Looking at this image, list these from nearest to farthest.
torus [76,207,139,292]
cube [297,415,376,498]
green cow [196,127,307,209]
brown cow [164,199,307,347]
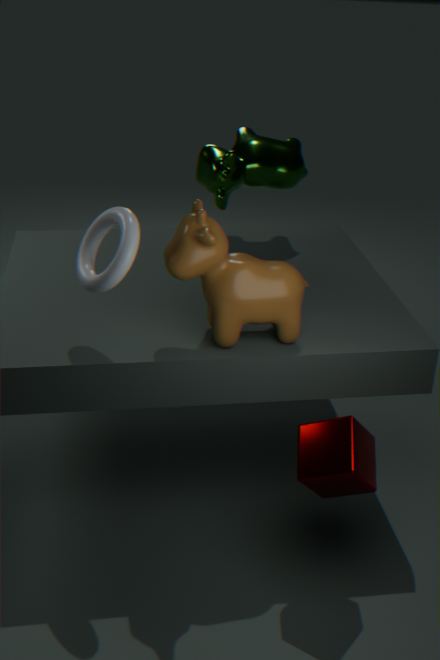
1. torus [76,207,139,292]
2. cube [297,415,376,498]
3. brown cow [164,199,307,347]
4. green cow [196,127,307,209]
